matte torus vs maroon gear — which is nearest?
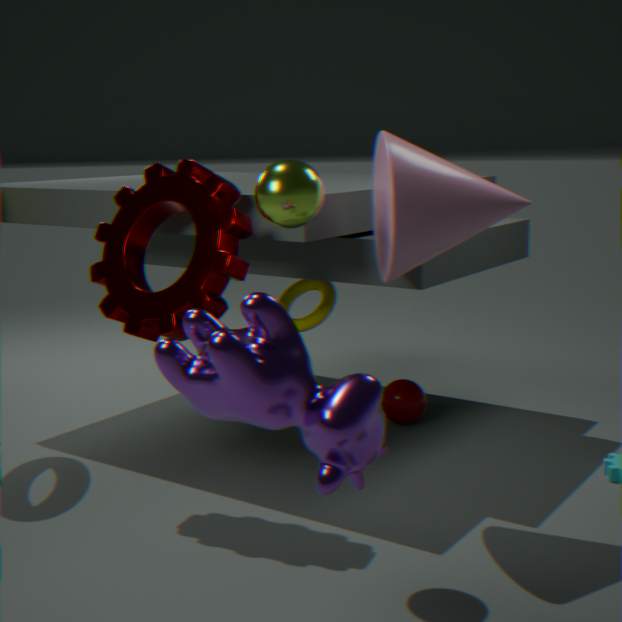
maroon gear
